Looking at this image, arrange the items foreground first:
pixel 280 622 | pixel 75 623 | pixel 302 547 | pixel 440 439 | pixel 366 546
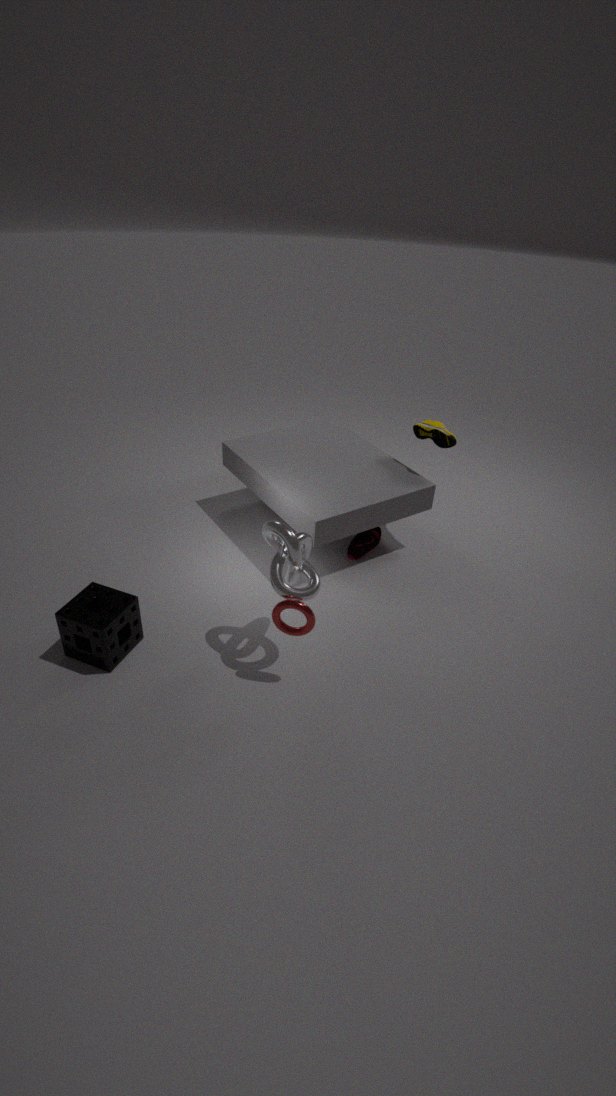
pixel 280 622, pixel 75 623, pixel 302 547, pixel 440 439, pixel 366 546
